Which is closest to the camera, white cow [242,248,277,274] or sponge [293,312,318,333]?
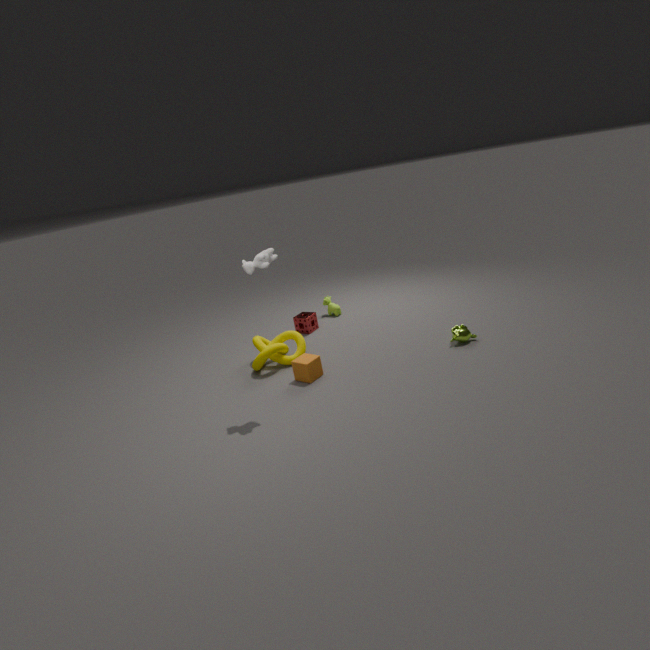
white cow [242,248,277,274]
